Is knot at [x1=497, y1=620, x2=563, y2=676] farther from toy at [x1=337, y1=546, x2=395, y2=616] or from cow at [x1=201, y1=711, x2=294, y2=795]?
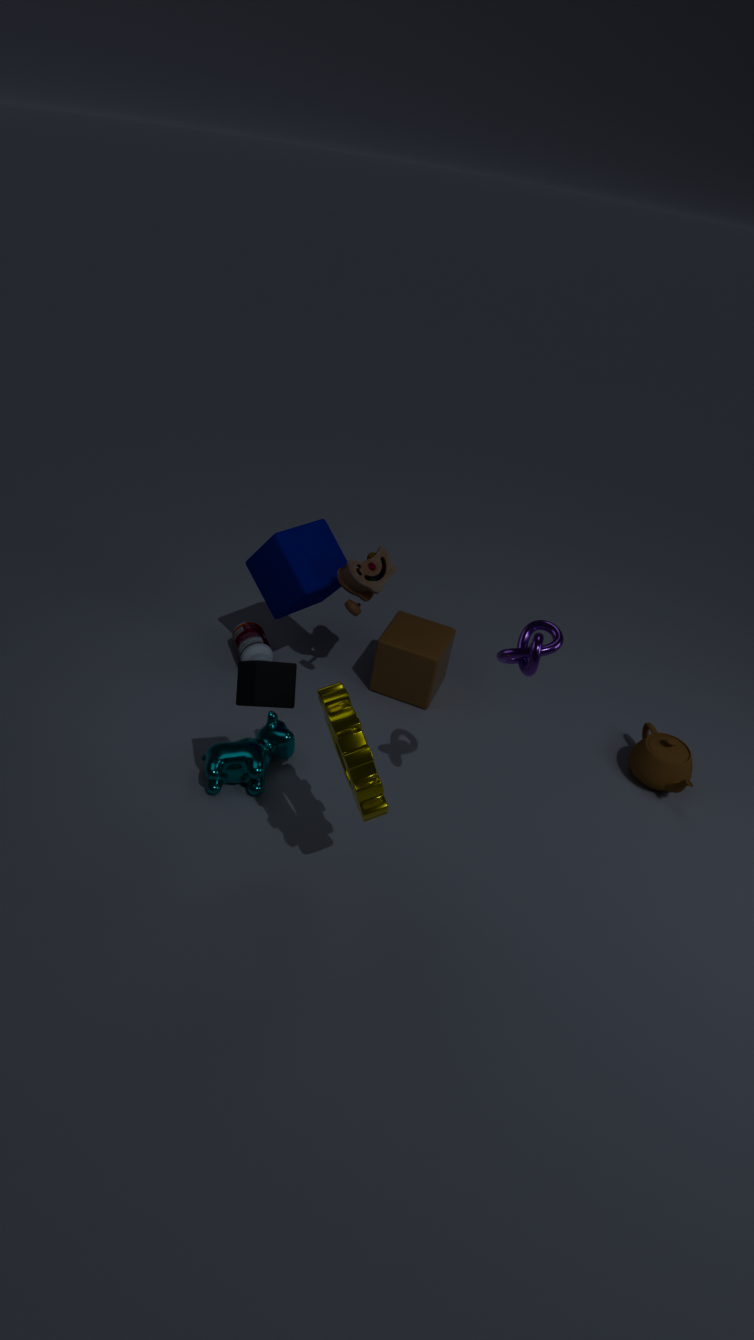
→ cow at [x1=201, y1=711, x2=294, y2=795]
